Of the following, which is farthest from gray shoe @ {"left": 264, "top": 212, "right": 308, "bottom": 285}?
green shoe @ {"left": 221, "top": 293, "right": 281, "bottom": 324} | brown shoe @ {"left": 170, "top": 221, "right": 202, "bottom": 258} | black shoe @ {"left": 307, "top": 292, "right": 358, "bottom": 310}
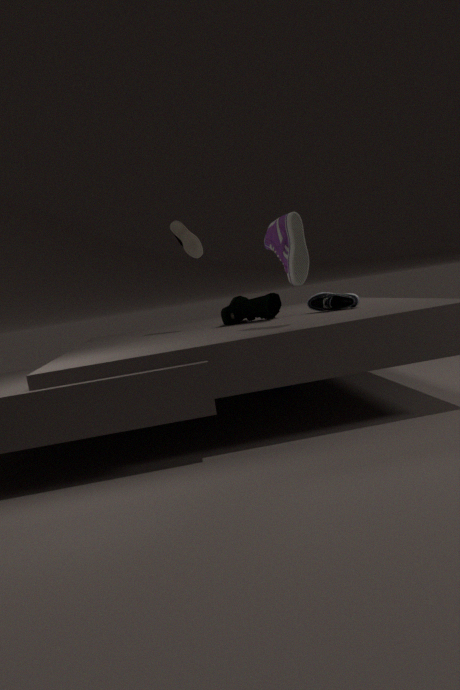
brown shoe @ {"left": 170, "top": 221, "right": 202, "bottom": 258}
